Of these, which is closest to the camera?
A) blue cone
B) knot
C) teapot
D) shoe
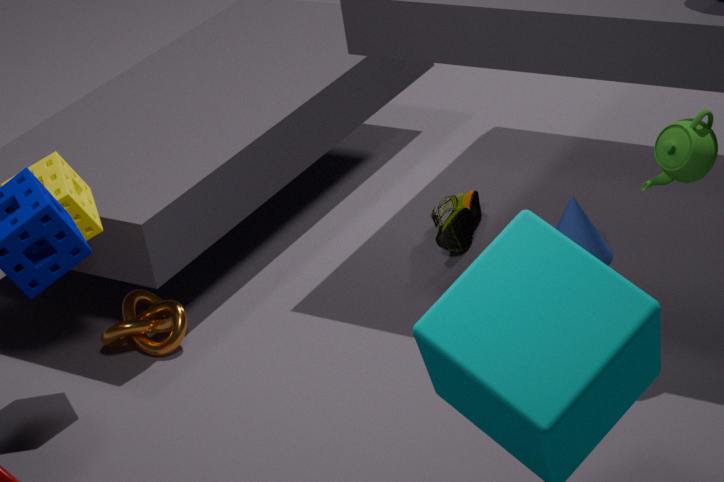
teapot
